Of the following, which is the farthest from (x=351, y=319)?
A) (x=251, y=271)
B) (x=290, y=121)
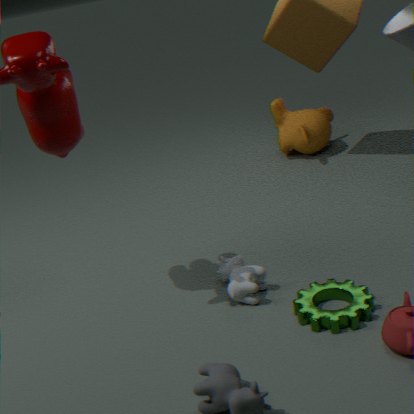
(x=290, y=121)
